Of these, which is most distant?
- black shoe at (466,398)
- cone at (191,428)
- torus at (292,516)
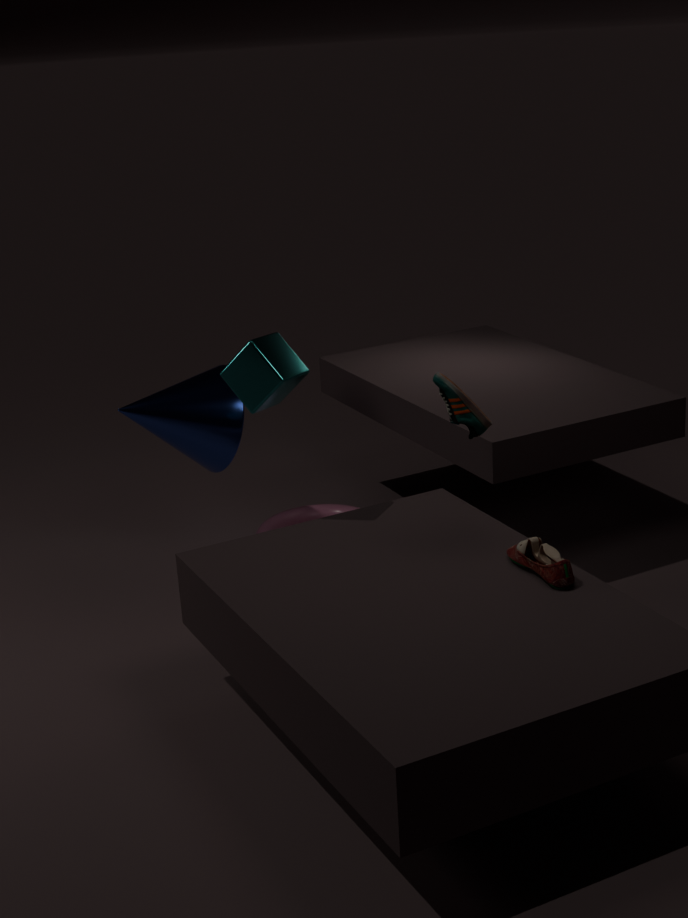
torus at (292,516)
